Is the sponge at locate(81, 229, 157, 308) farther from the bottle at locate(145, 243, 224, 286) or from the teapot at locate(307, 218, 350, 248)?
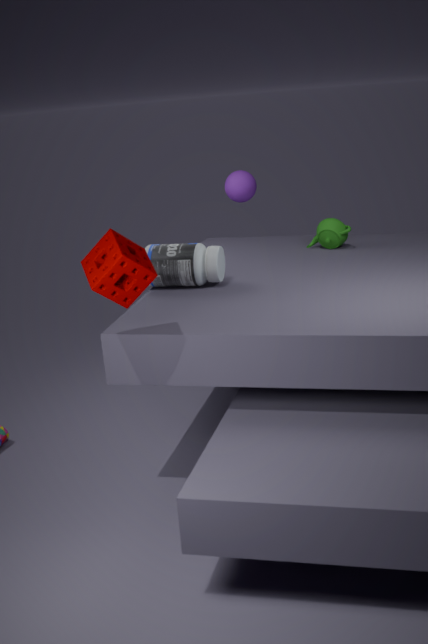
the teapot at locate(307, 218, 350, 248)
